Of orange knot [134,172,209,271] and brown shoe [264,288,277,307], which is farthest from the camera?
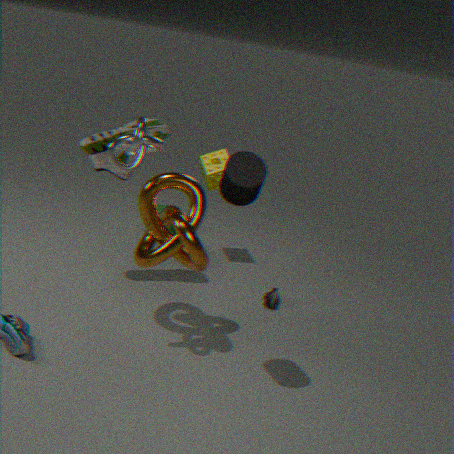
brown shoe [264,288,277,307]
